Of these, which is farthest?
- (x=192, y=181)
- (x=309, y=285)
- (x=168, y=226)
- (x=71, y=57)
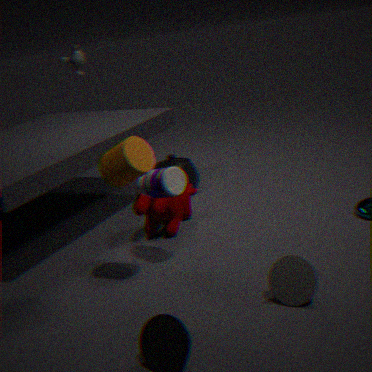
(x=71, y=57)
